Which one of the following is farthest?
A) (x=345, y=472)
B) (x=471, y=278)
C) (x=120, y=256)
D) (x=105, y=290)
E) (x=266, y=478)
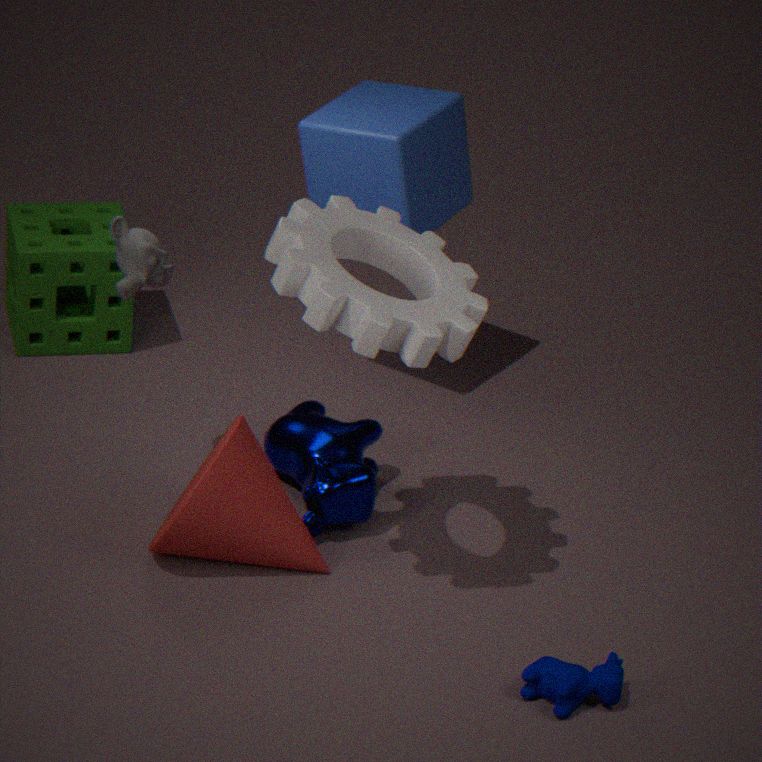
(x=105, y=290)
